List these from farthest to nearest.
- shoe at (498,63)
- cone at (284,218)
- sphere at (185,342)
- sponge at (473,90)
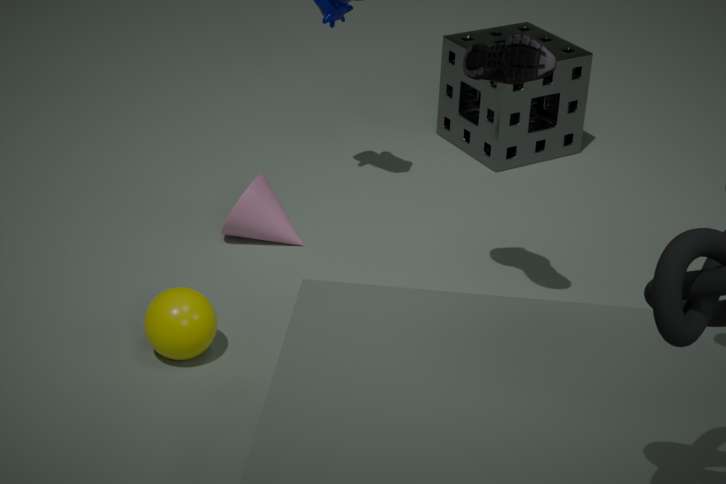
sponge at (473,90) < cone at (284,218) < sphere at (185,342) < shoe at (498,63)
